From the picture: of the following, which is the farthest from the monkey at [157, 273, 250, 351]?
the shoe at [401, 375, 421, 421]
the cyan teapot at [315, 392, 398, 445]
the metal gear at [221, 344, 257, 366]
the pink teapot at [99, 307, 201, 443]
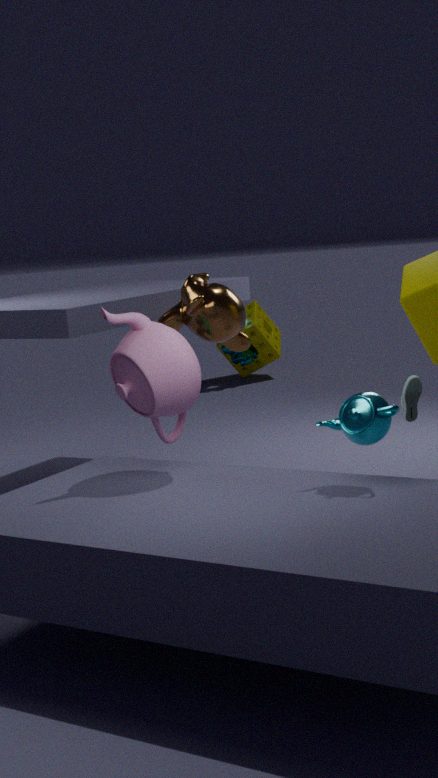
the metal gear at [221, 344, 257, 366]
